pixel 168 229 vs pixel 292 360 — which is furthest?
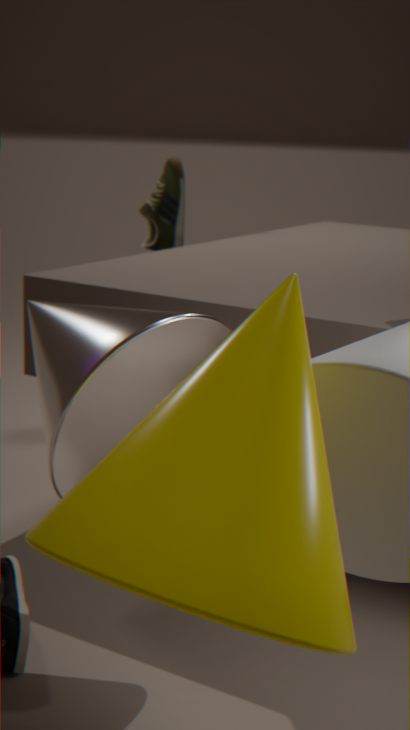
pixel 168 229
